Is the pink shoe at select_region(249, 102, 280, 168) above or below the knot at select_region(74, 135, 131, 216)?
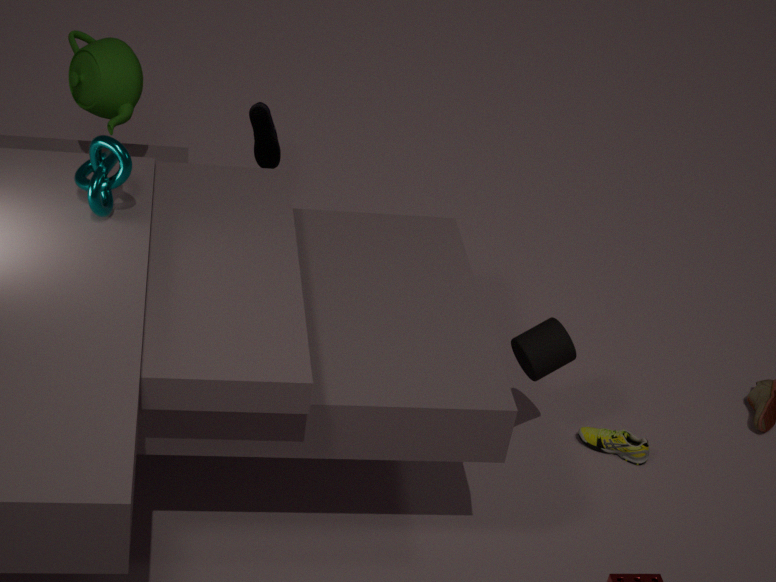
below
